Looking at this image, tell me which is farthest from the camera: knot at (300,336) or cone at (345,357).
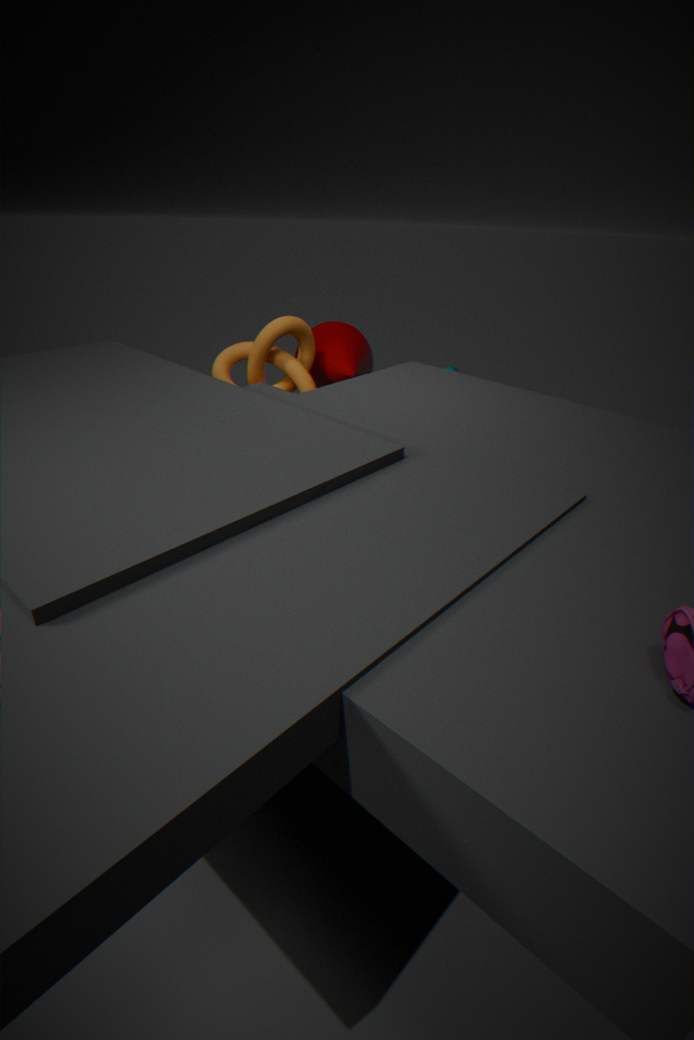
cone at (345,357)
